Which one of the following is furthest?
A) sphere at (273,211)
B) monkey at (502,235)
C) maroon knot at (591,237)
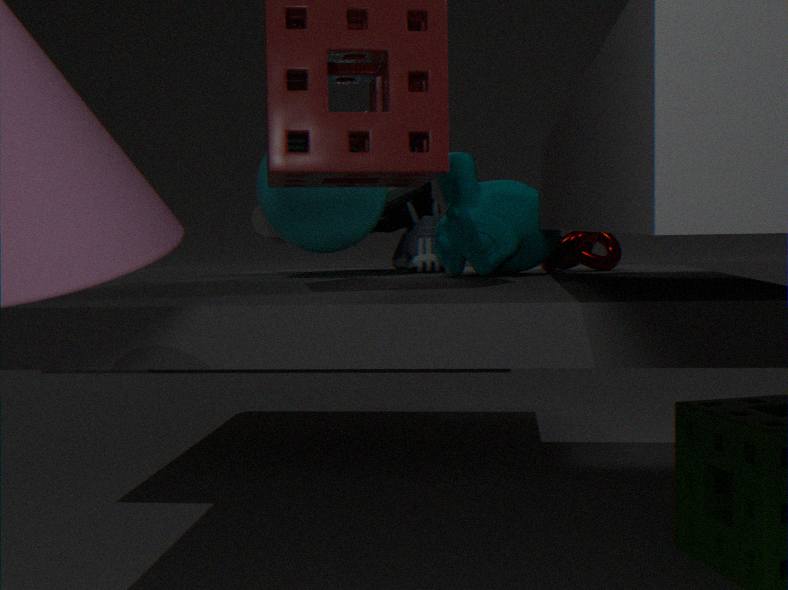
maroon knot at (591,237)
